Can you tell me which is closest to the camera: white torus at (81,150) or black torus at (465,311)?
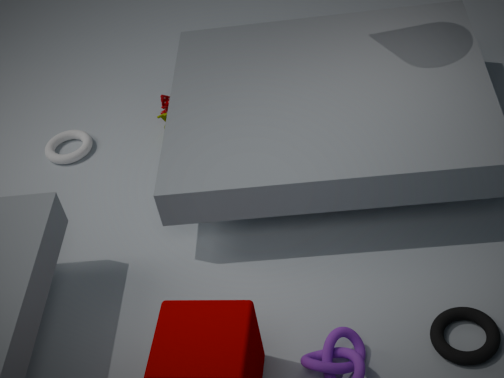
black torus at (465,311)
